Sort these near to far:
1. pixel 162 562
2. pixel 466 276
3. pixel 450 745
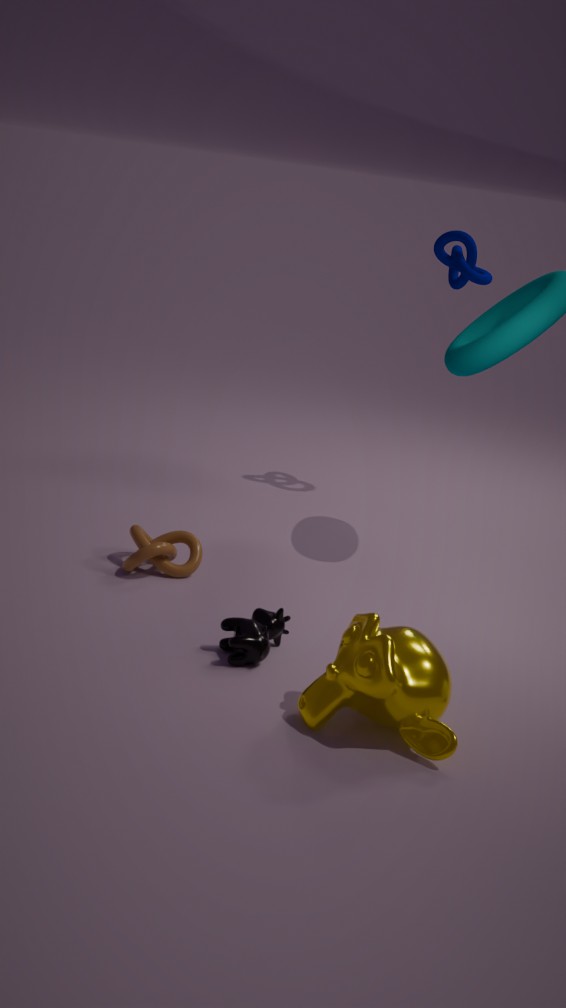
1. pixel 450 745
2. pixel 162 562
3. pixel 466 276
